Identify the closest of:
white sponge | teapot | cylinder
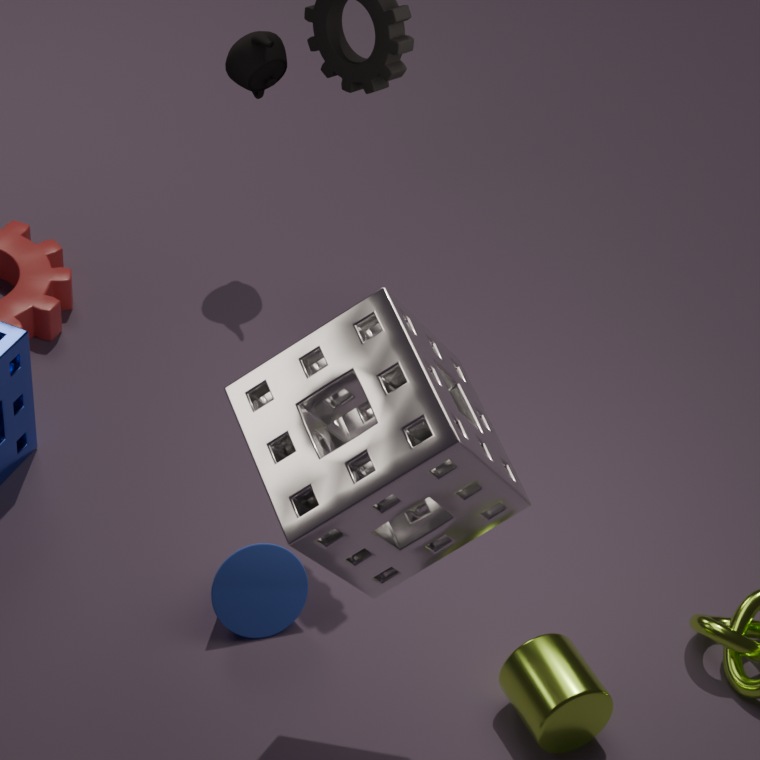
white sponge
